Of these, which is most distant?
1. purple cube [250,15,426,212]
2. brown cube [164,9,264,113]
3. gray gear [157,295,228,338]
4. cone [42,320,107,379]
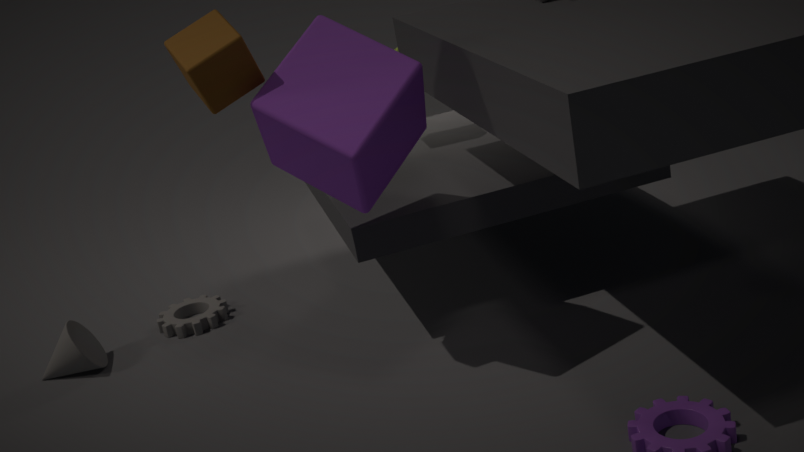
gray gear [157,295,228,338]
